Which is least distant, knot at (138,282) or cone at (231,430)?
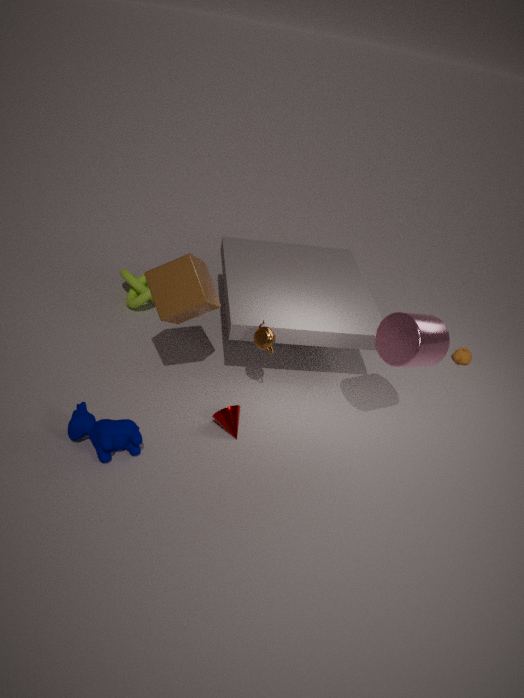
cone at (231,430)
